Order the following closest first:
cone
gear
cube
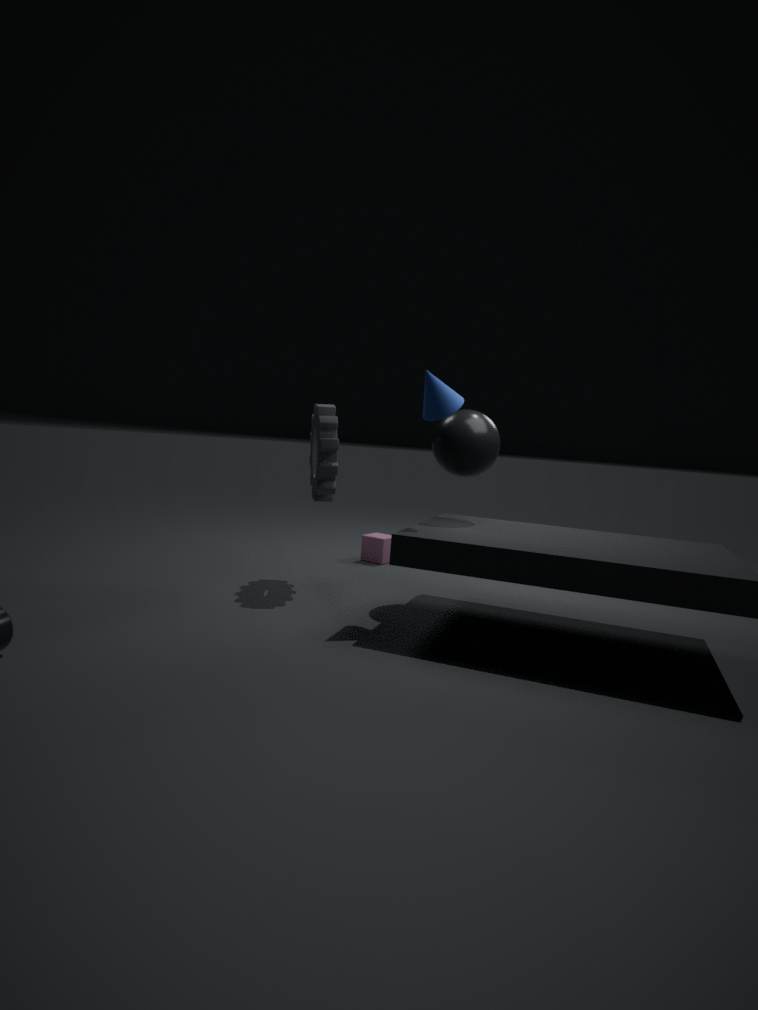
cone → gear → cube
